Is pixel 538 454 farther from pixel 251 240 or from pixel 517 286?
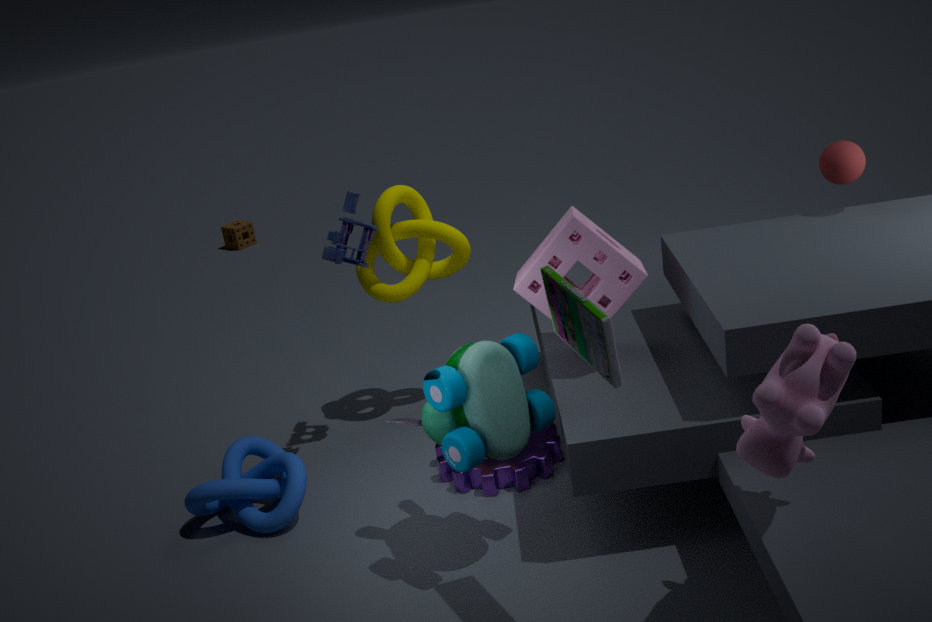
pixel 251 240
